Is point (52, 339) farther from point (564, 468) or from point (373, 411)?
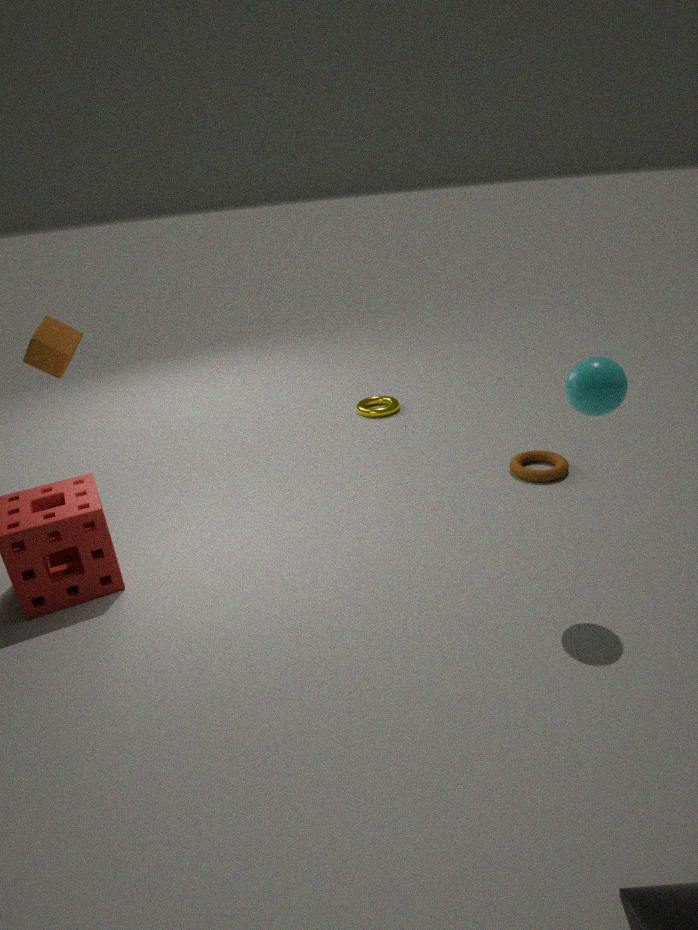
point (564, 468)
